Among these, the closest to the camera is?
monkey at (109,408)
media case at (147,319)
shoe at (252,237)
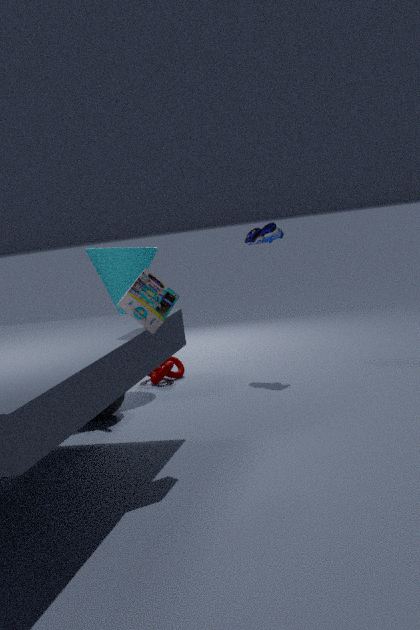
media case at (147,319)
